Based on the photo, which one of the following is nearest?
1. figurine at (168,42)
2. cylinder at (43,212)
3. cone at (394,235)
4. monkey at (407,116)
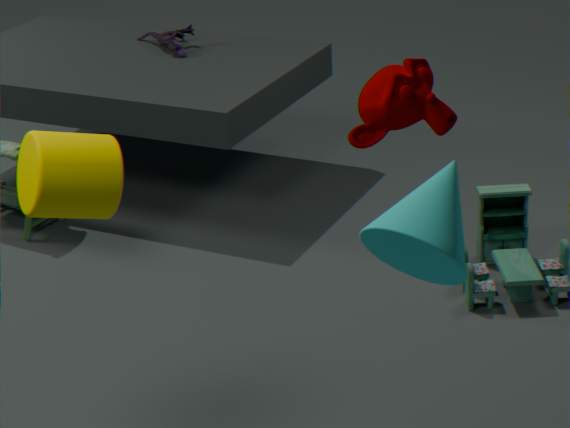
cone at (394,235)
